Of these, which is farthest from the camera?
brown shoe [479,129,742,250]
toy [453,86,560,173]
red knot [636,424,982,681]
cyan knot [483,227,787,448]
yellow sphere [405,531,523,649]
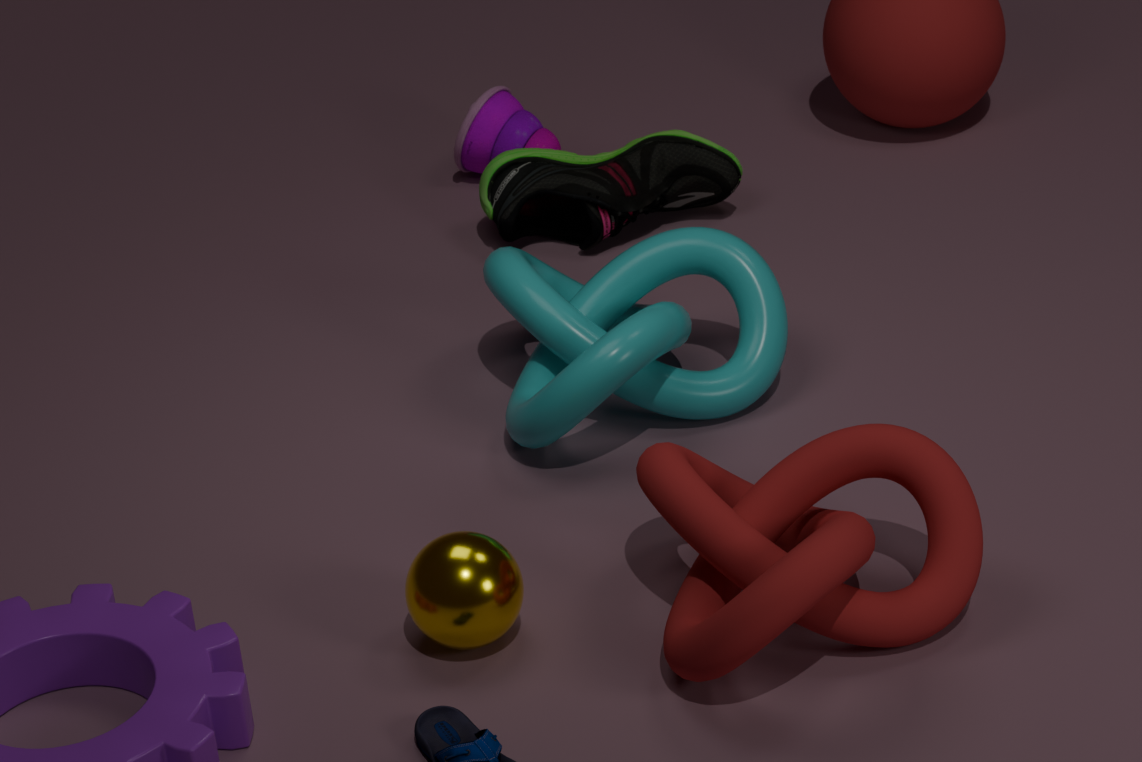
toy [453,86,560,173]
